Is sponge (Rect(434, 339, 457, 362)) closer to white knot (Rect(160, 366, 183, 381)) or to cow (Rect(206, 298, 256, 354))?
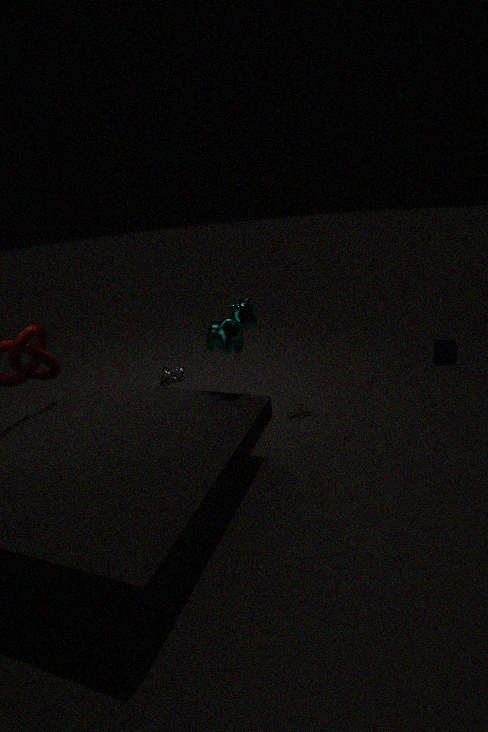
cow (Rect(206, 298, 256, 354))
